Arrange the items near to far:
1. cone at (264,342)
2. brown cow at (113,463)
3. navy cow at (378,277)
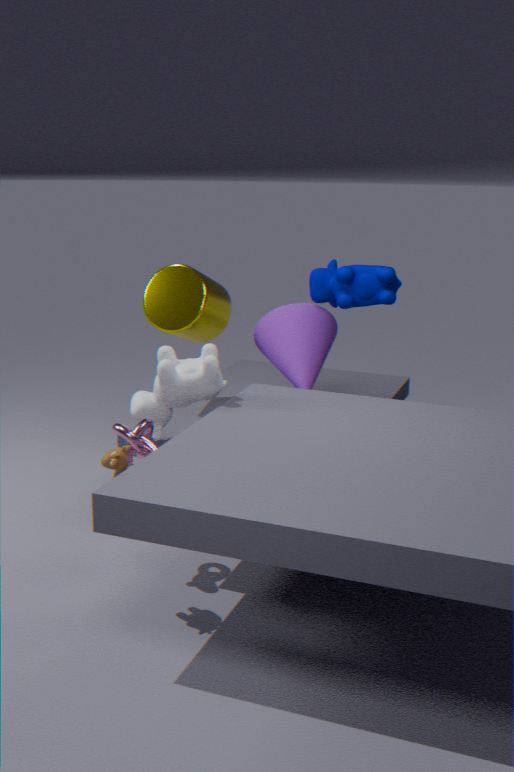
1. brown cow at (113,463)
2. navy cow at (378,277)
3. cone at (264,342)
